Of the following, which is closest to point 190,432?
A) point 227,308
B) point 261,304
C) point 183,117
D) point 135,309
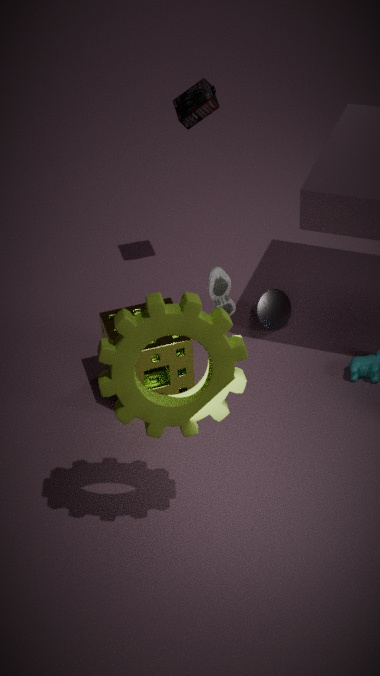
point 227,308
